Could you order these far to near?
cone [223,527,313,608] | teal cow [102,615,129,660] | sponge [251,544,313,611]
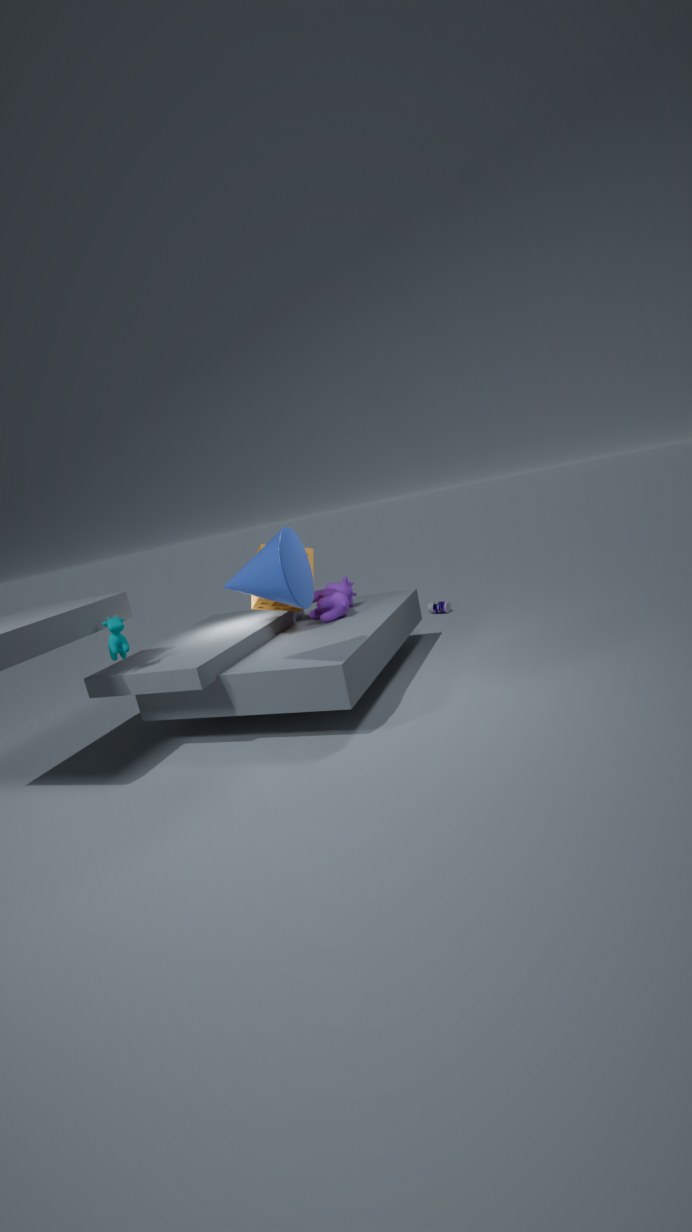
1. sponge [251,544,313,611]
2. teal cow [102,615,129,660]
3. cone [223,527,313,608]
